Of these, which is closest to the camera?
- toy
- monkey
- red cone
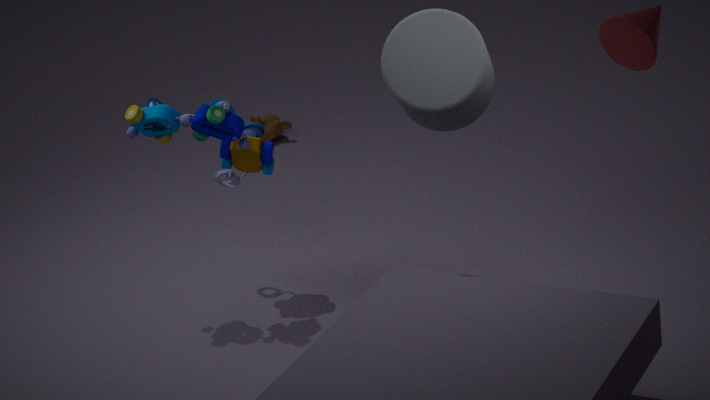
red cone
